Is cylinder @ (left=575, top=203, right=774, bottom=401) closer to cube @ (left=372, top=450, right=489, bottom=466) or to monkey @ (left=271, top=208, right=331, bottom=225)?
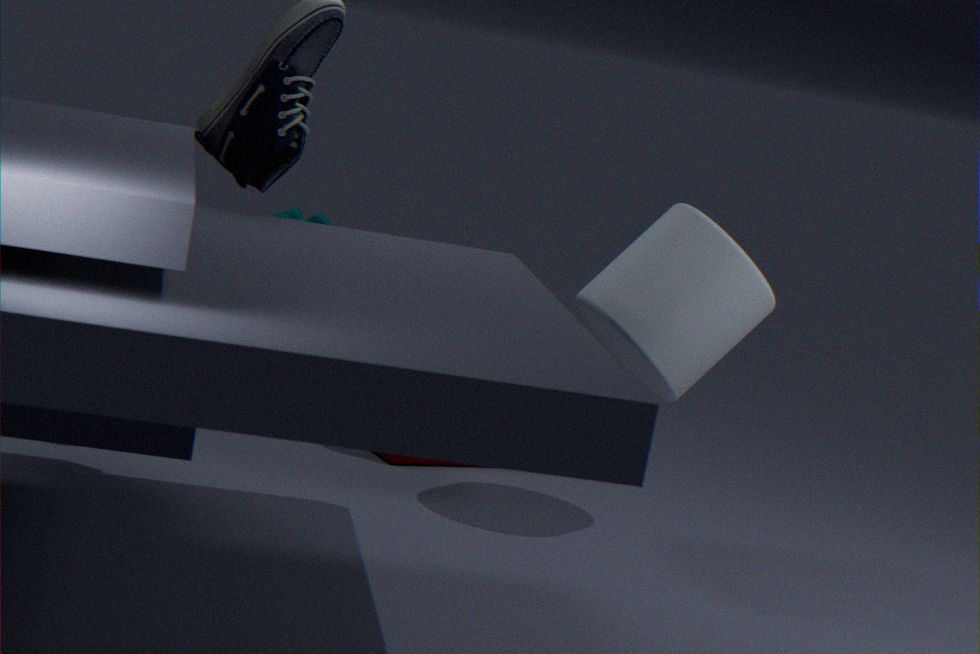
cube @ (left=372, top=450, right=489, bottom=466)
